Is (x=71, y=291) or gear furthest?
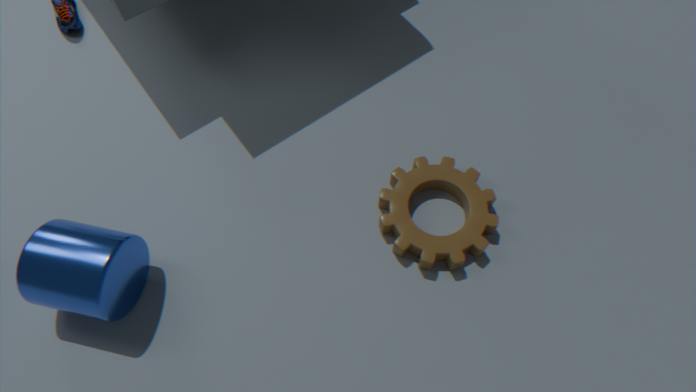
(x=71, y=291)
